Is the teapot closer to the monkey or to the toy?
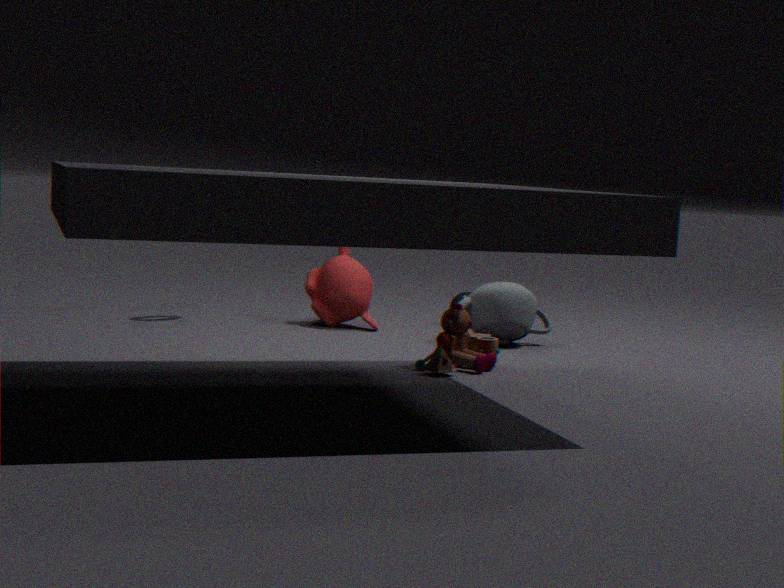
the toy
